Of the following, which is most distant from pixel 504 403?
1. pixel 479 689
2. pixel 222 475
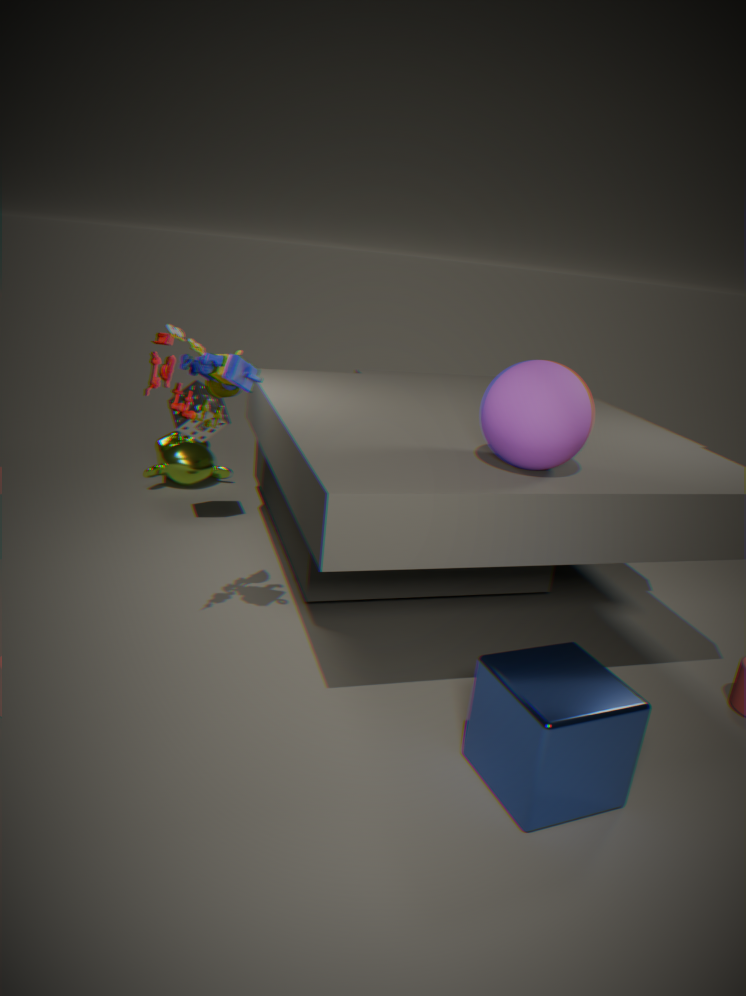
pixel 222 475
